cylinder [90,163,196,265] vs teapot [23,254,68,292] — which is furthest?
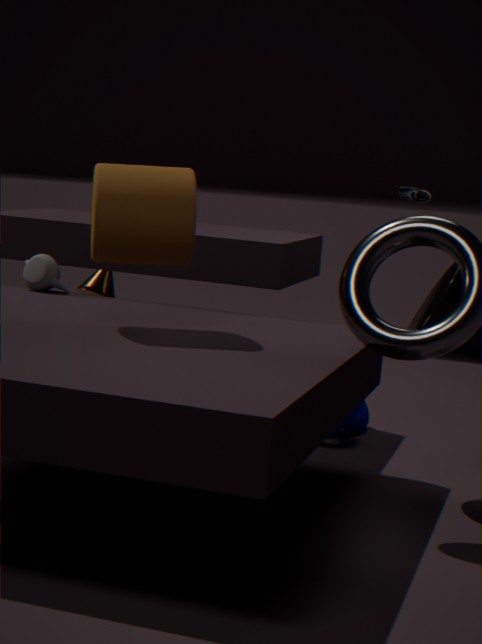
teapot [23,254,68,292]
